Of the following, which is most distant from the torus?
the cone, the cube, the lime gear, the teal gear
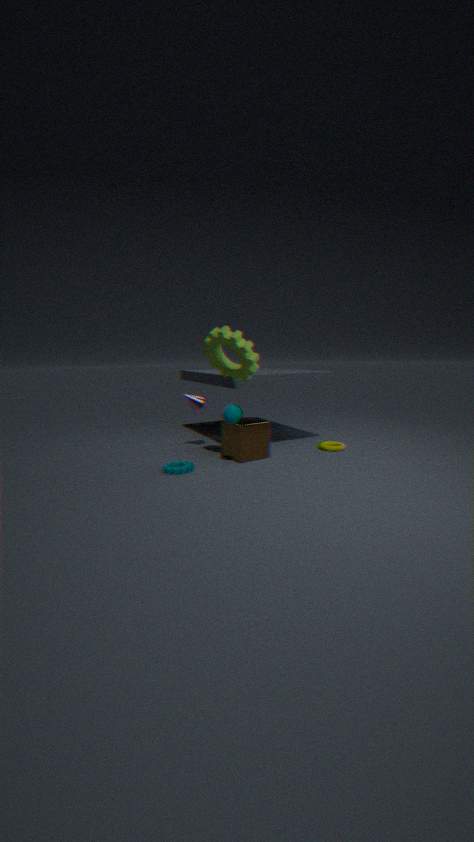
the teal gear
